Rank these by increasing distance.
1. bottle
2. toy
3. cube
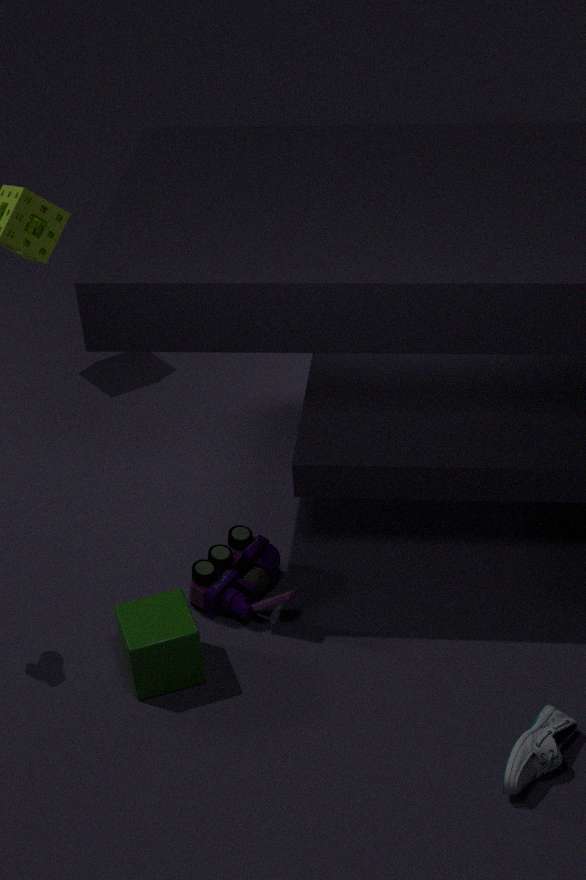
bottle < cube < toy
